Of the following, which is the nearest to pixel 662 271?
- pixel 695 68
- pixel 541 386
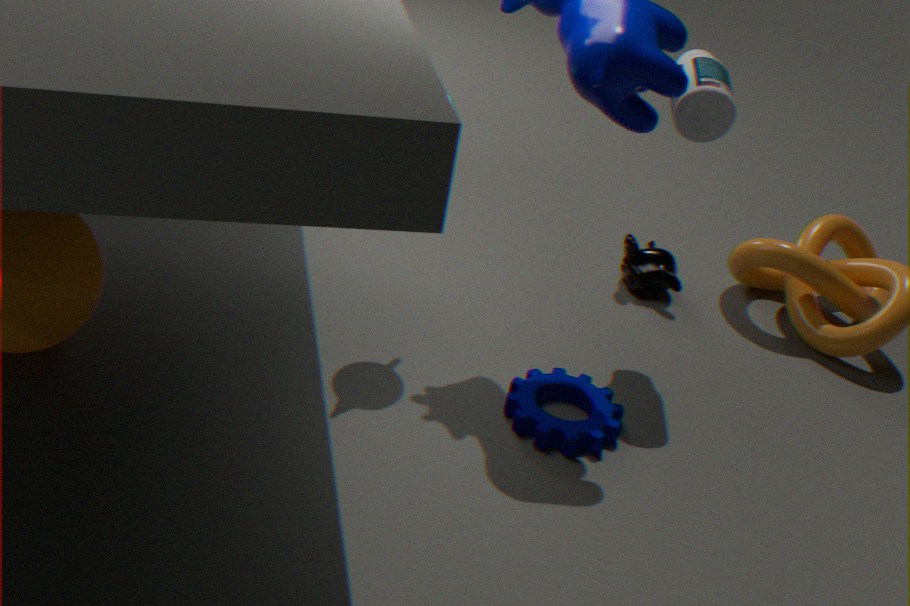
pixel 695 68
